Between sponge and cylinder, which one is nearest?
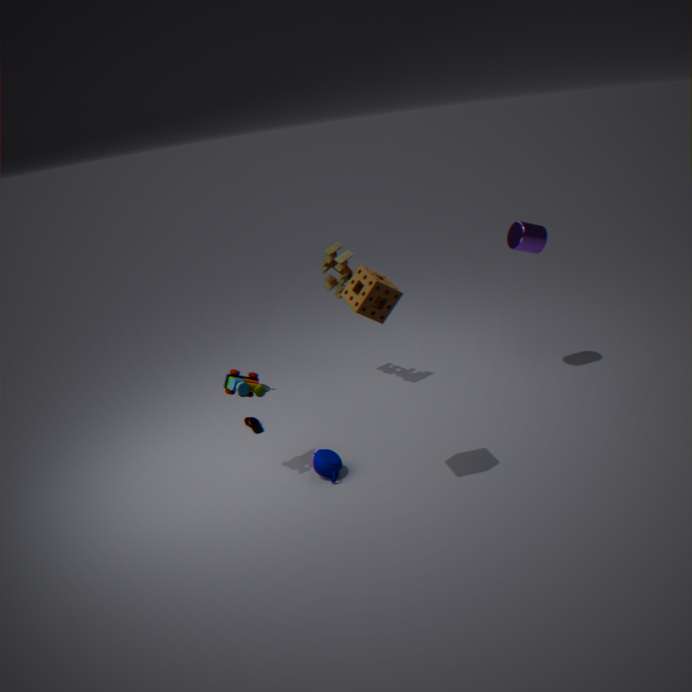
sponge
